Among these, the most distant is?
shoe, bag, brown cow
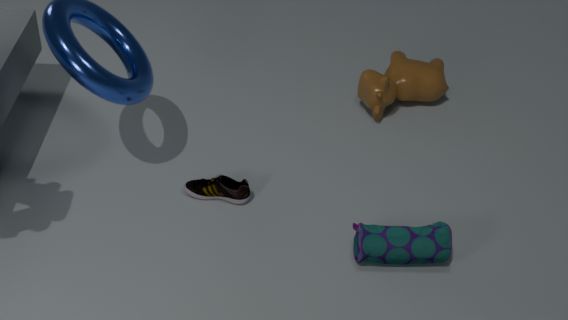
brown cow
